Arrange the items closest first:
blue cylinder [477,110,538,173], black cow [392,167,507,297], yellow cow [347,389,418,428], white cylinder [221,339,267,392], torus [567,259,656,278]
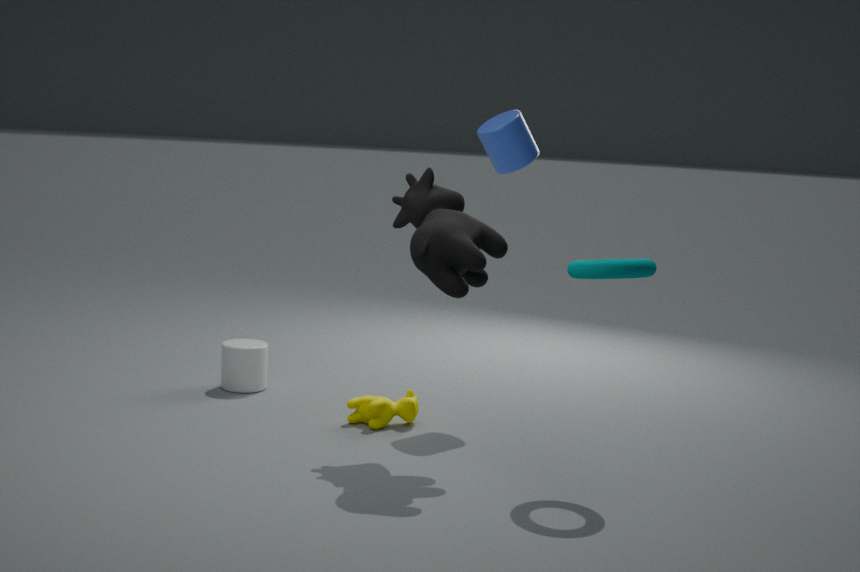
torus [567,259,656,278] → black cow [392,167,507,297] → yellow cow [347,389,418,428] → blue cylinder [477,110,538,173] → white cylinder [221,339,267,392]
